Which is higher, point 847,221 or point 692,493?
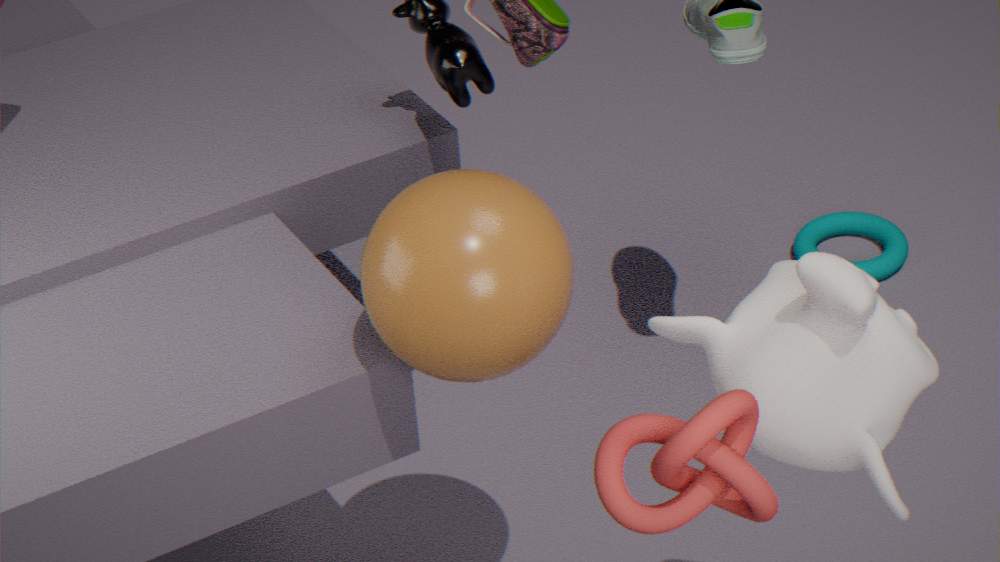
point 692,493
